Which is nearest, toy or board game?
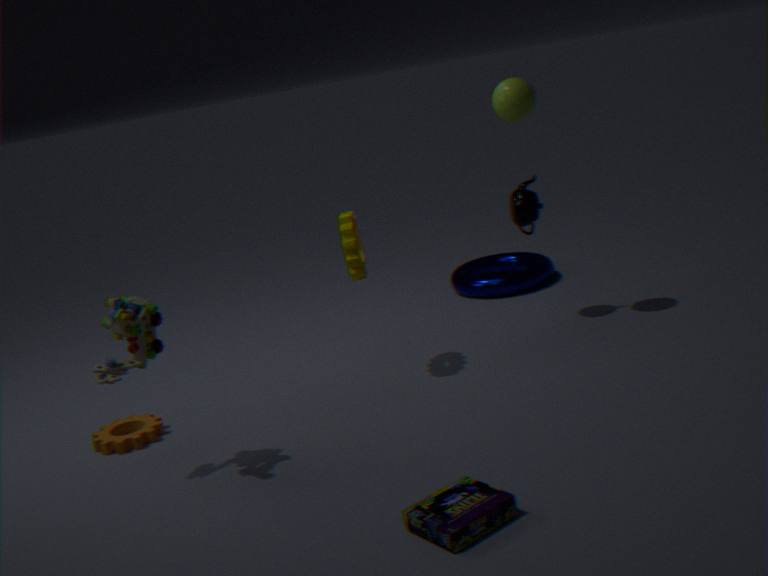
board game
